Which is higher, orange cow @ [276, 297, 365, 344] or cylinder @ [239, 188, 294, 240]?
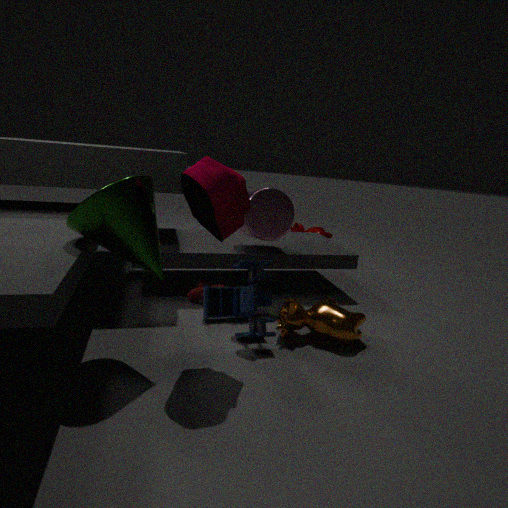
cylinder @ [239, 188, 294, 240]
